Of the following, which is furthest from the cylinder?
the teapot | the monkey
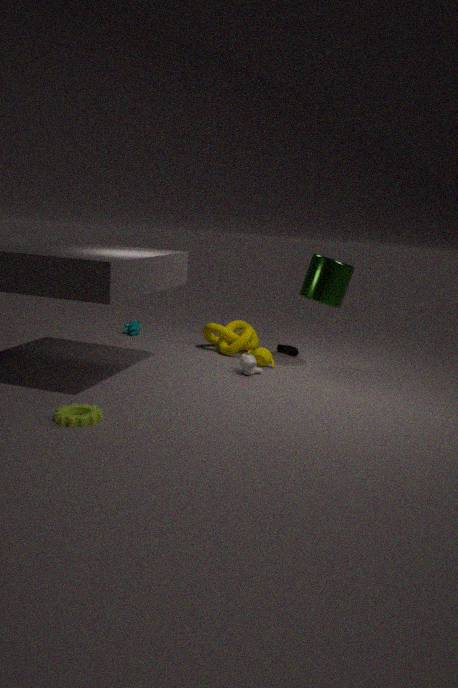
the monkey
